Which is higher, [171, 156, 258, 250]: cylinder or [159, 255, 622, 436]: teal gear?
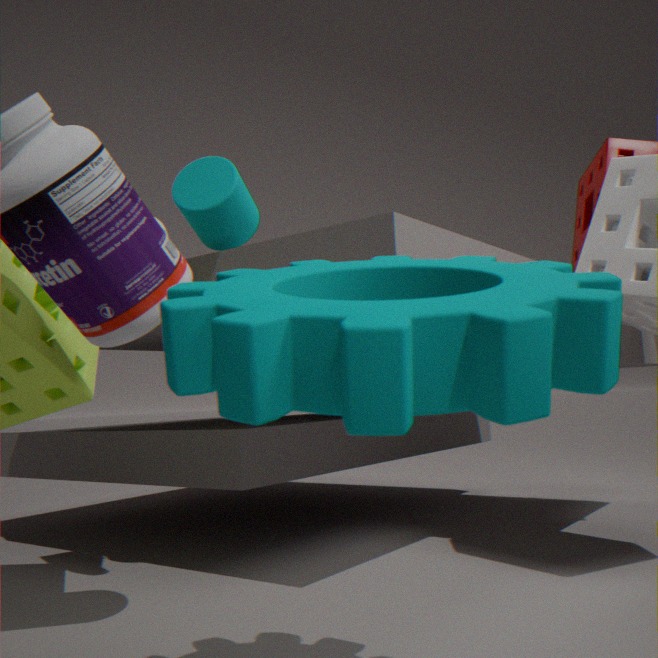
[171, 156, 258, 250]: cylinder
